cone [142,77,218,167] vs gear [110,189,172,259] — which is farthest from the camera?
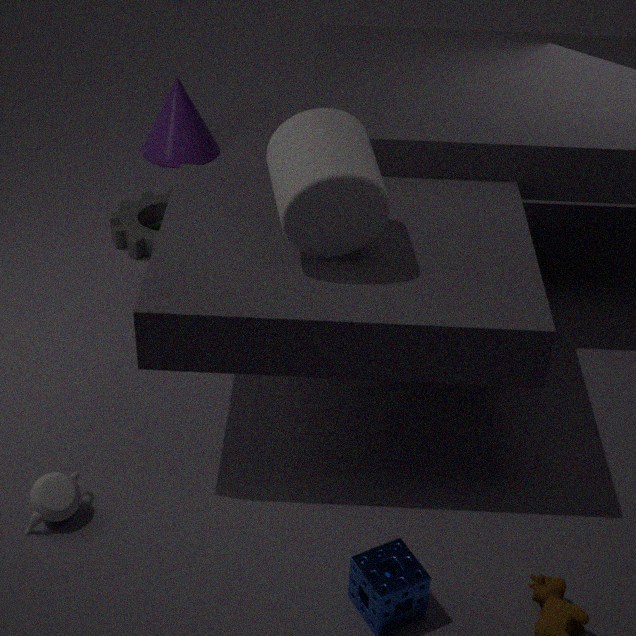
cone [142,77,218,167]
